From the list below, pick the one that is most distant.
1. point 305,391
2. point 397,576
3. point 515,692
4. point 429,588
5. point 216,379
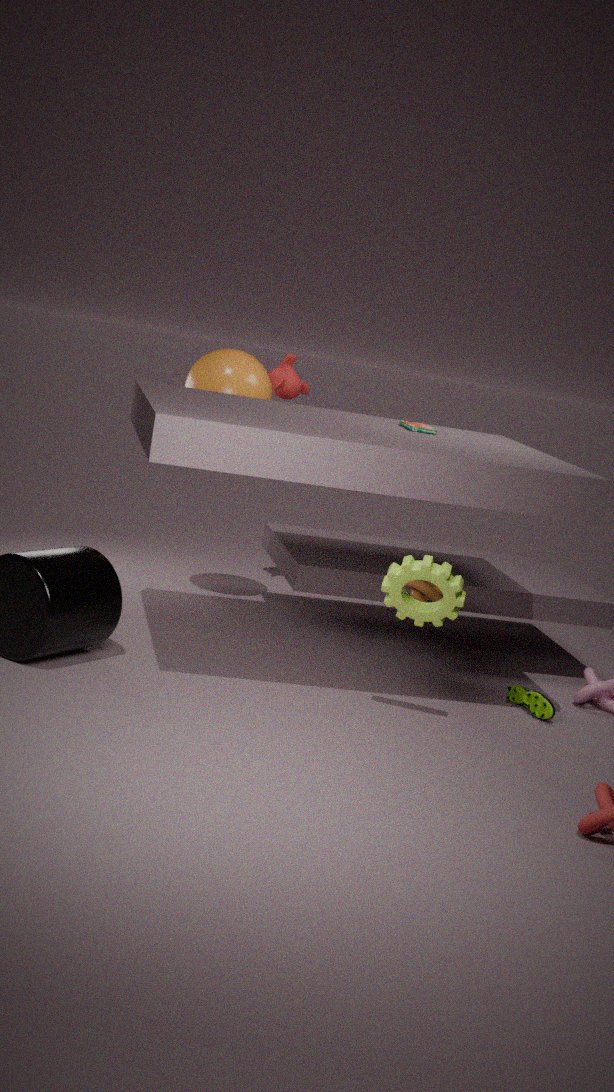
point 305,391
